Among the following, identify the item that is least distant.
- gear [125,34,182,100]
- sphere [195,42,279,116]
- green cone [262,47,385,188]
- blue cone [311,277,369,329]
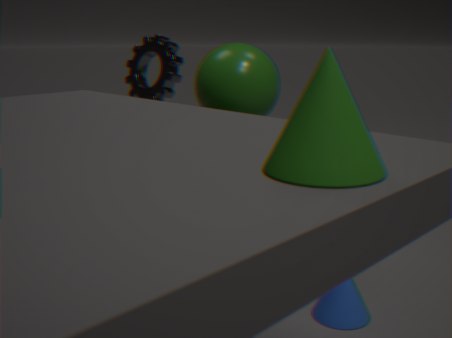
green cone [262,47,385,188]
